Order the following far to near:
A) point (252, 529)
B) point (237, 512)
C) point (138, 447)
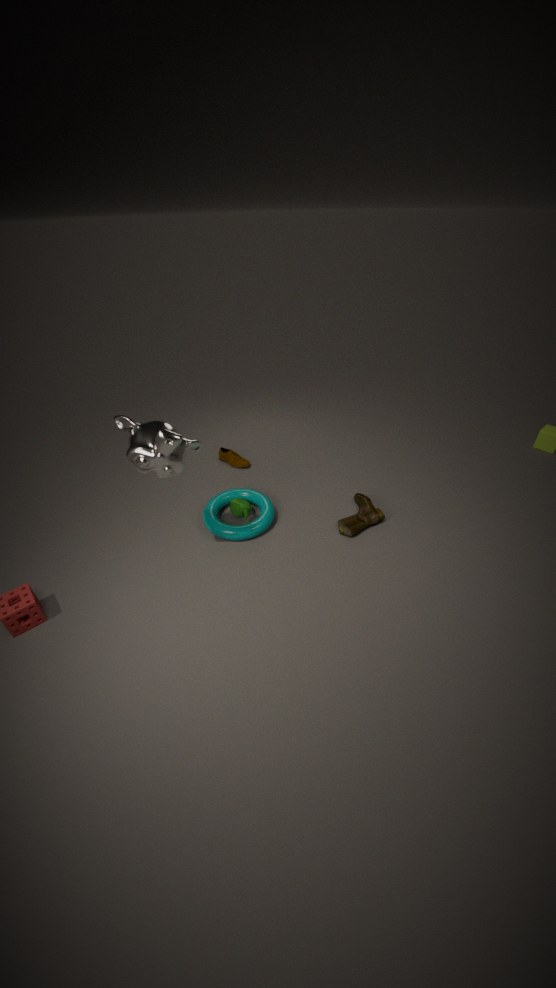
point (237, 512) < point (252, 529) < point (138, 447)
